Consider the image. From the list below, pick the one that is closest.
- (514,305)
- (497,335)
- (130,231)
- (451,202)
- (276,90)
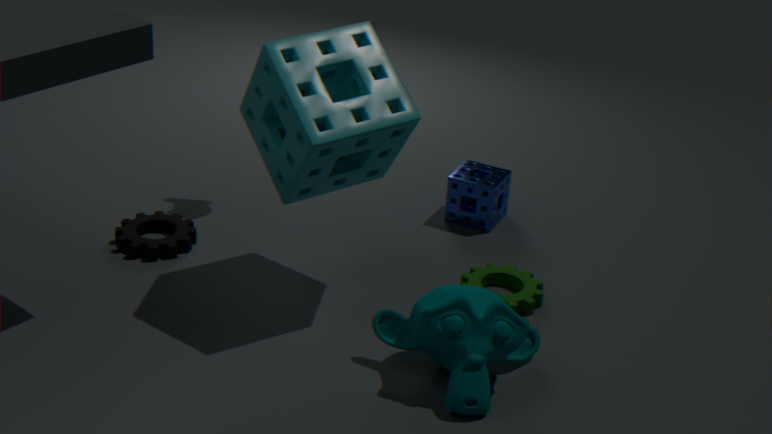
(497,335)
